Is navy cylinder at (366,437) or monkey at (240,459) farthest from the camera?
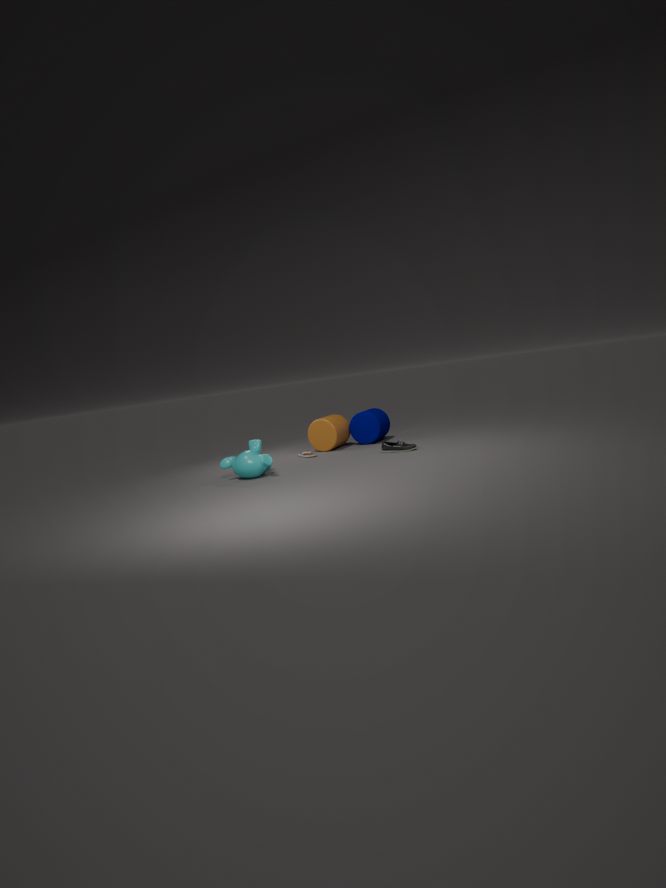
navy cylinder at (366,437)
